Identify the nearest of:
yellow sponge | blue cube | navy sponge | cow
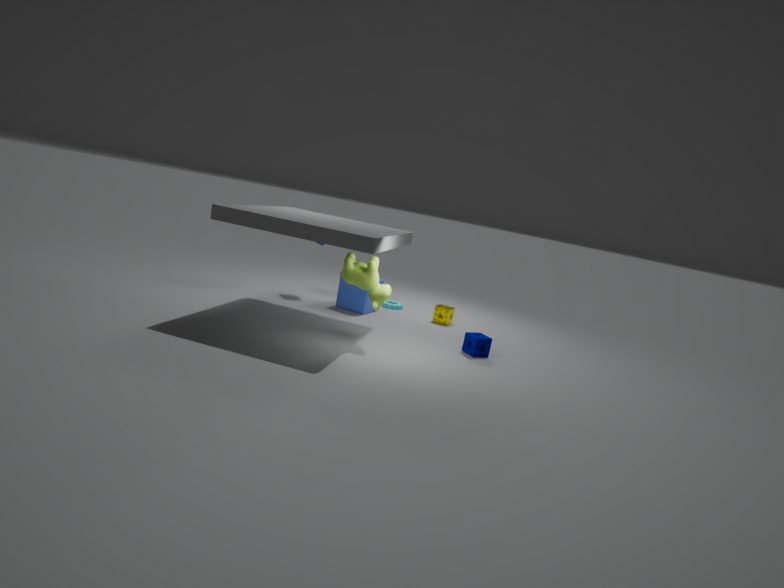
cow
